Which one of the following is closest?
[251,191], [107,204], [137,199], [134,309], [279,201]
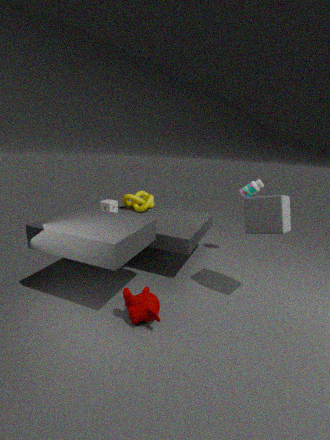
[134,309]
